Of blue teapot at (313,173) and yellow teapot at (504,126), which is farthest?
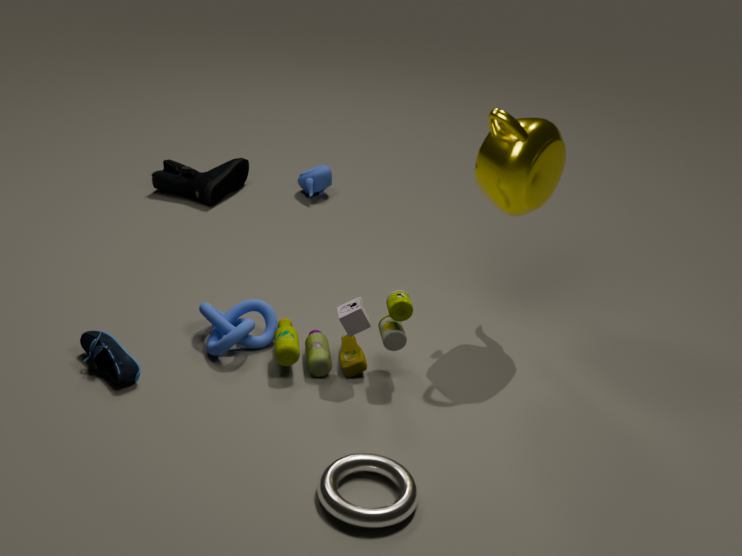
blue teapot at (313,173)
